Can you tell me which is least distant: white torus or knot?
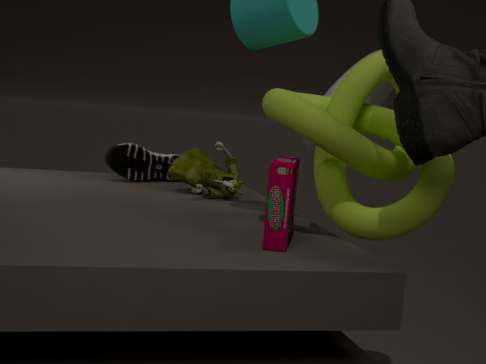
knot
